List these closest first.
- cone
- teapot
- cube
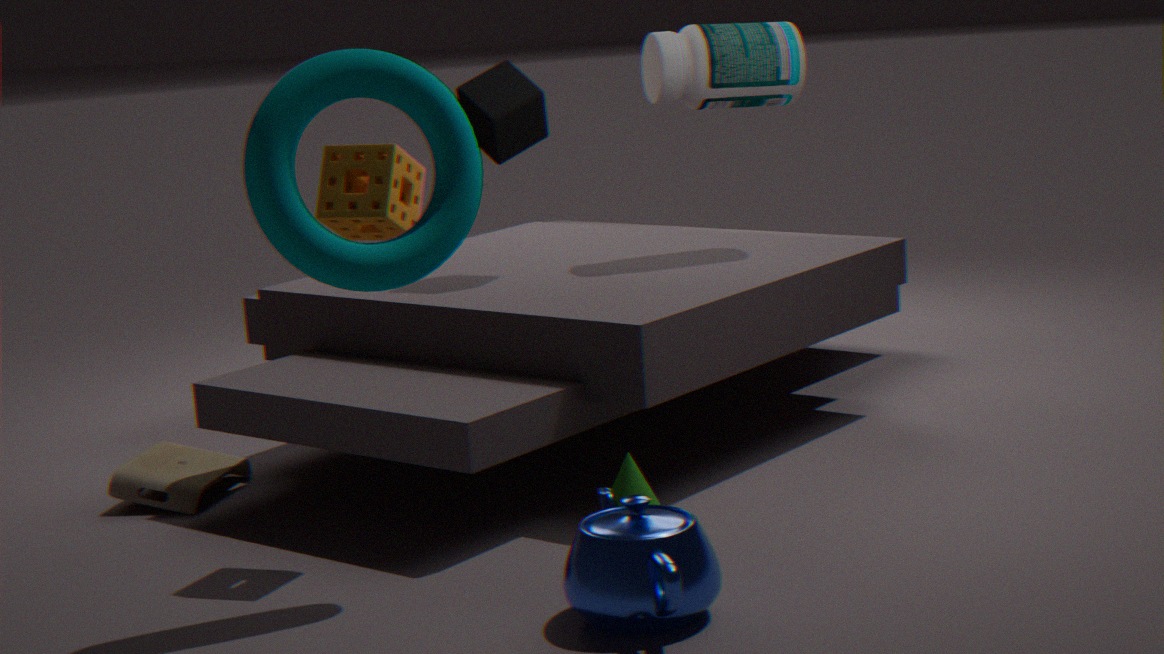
teapot, cone, cube
